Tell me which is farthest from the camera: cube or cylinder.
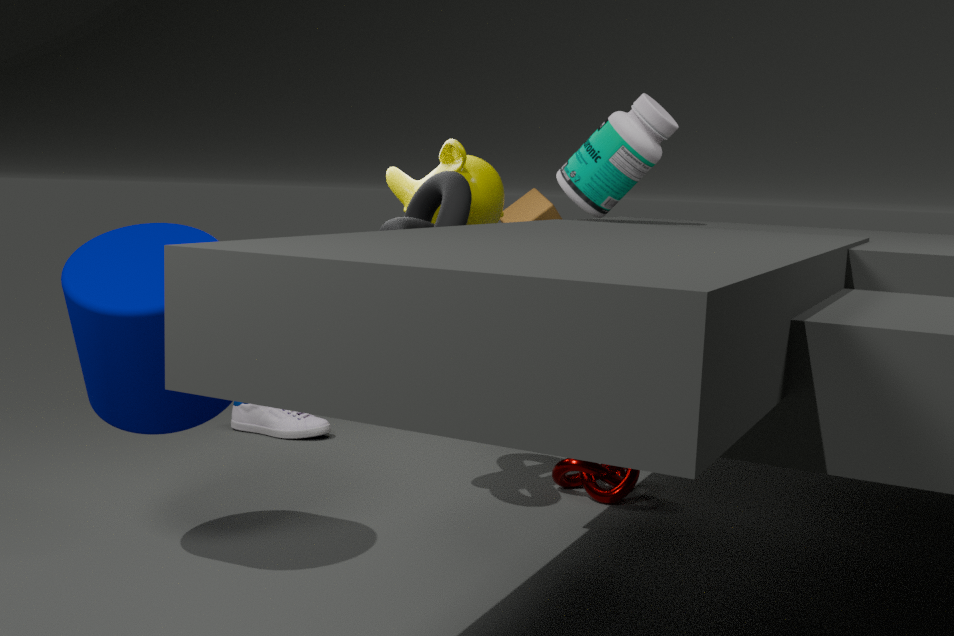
cube
